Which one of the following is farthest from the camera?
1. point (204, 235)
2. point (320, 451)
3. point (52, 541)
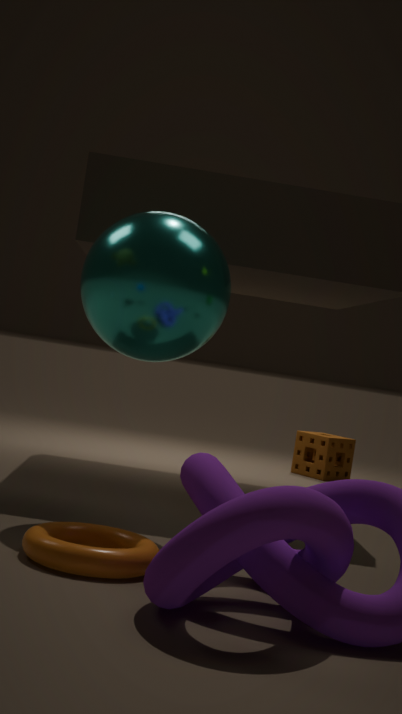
point (320, 451)
